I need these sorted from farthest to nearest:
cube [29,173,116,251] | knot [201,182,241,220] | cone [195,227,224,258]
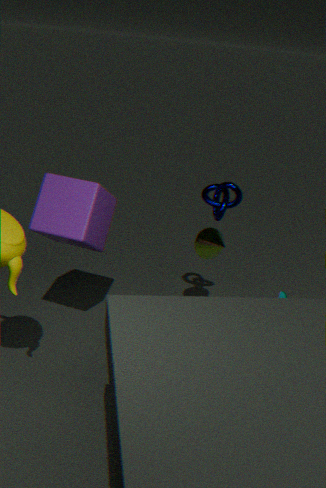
cone [195,227,224,258] → knot [201,182,241,220] → cube [29,173,116,251]
